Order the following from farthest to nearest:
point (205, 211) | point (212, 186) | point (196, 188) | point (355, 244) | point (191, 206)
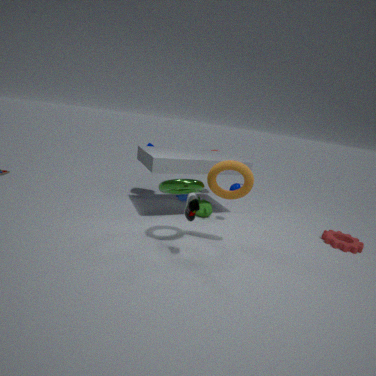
1. point (205, 211)
2. point (355, 244)
3. point (212, 186)
4. point (196, 188)
5. point (191, 206)
